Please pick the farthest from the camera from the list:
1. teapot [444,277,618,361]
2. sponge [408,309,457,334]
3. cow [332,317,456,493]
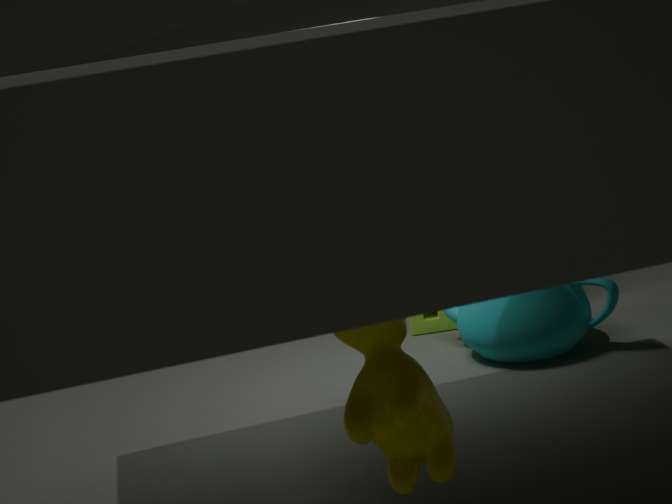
sponge [408,309,457,334]
